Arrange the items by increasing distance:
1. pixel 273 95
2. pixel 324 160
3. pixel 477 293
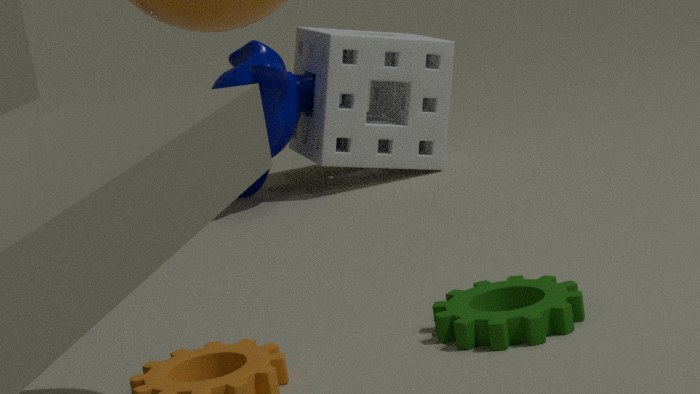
1. pixel 477 293
2. pixel 273 95
3. pixel 324 160
